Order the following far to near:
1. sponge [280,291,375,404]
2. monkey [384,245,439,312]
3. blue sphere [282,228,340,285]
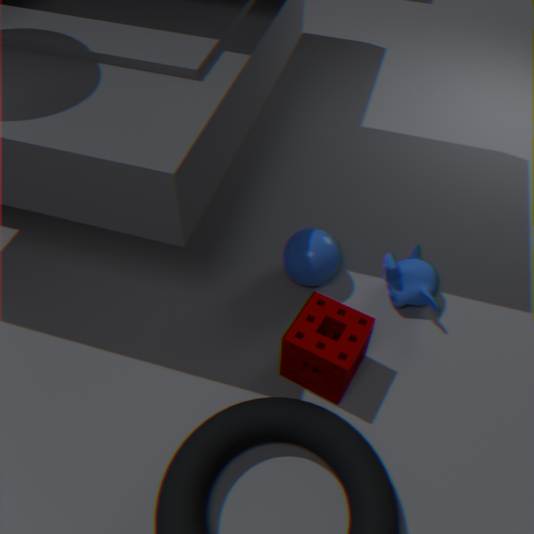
1. blue sphere [282,228,340,285]
2. monkey [384,245,439,312]
3. sponge [280,291,375,404]
